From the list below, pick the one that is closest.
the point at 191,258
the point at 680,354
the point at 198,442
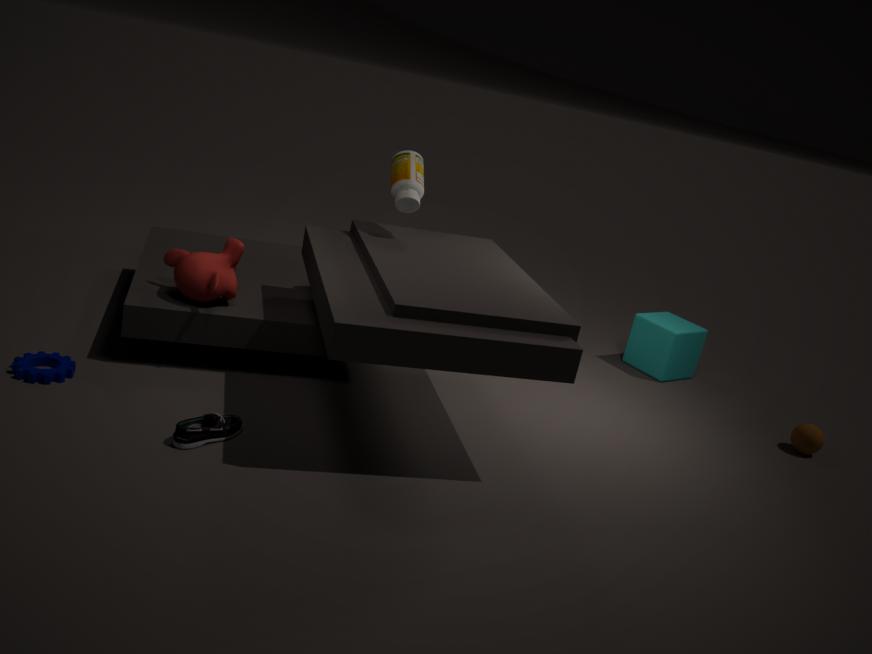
the point at 198,442
